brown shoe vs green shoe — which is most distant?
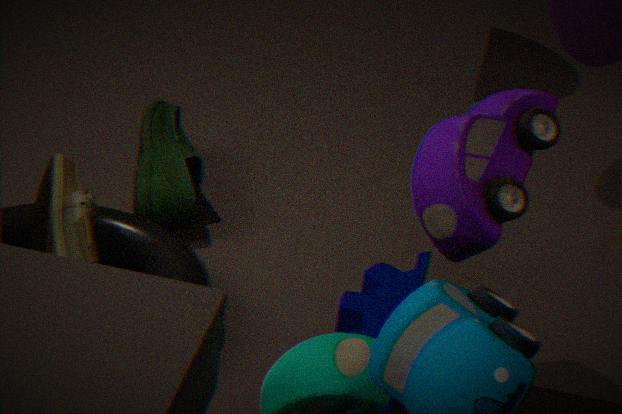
green shoe
